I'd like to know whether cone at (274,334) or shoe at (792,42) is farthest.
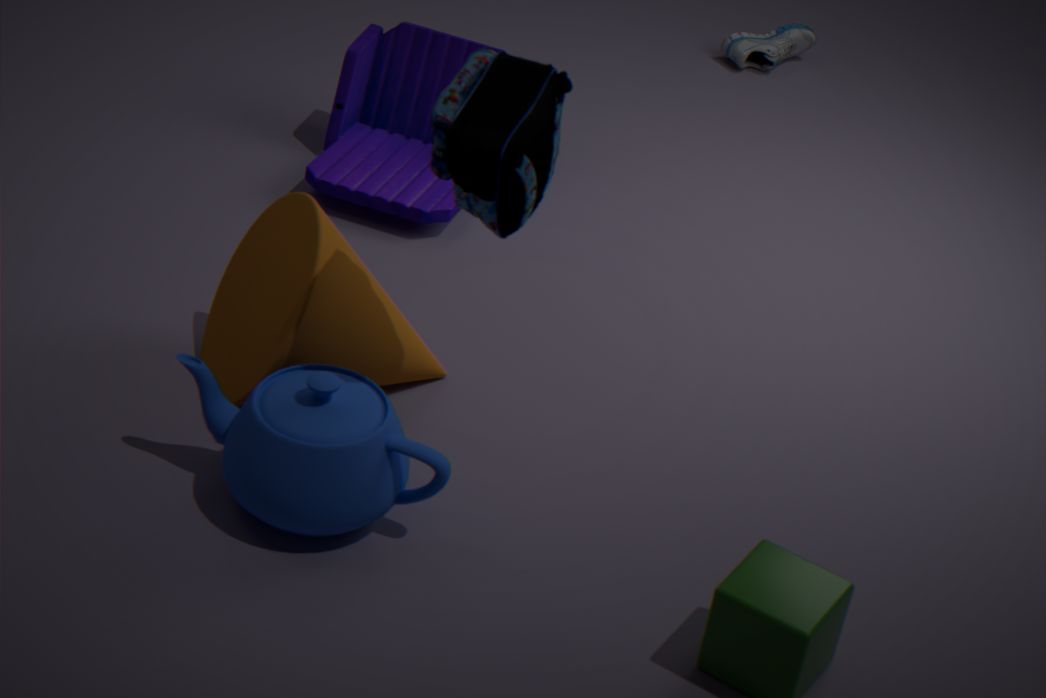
shoe at (792,42)
